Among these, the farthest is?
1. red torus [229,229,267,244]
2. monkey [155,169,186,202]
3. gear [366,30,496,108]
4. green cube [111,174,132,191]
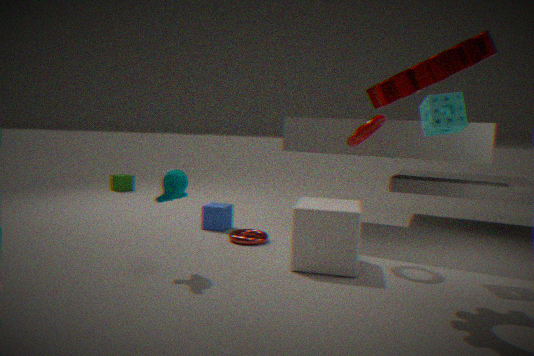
green cube [111,174,132,191]
